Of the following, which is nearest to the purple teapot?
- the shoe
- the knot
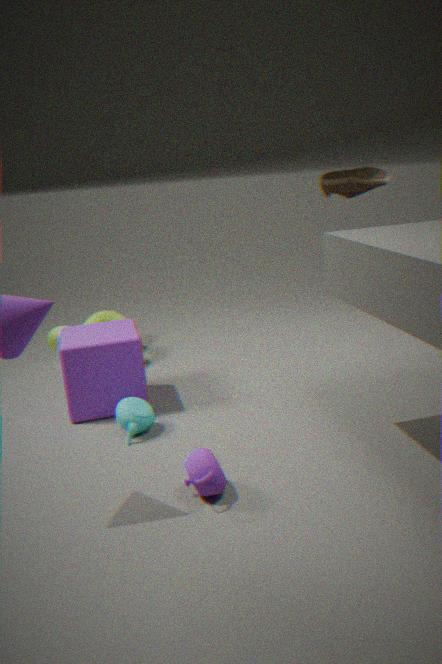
the knot
